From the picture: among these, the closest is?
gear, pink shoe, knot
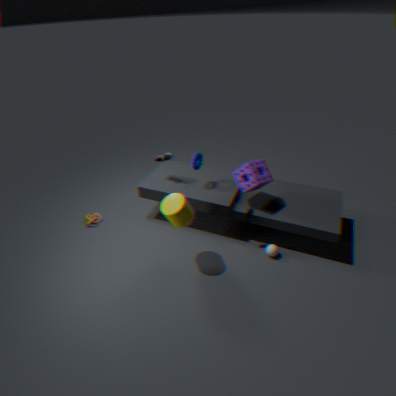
gear
